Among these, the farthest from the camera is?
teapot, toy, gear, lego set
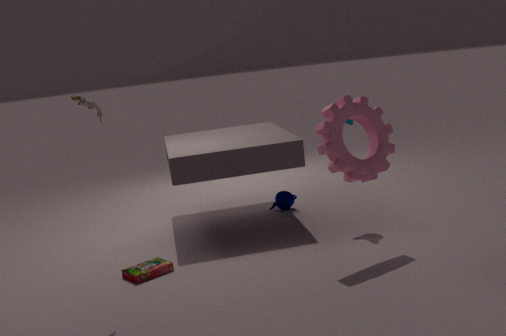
teapot
